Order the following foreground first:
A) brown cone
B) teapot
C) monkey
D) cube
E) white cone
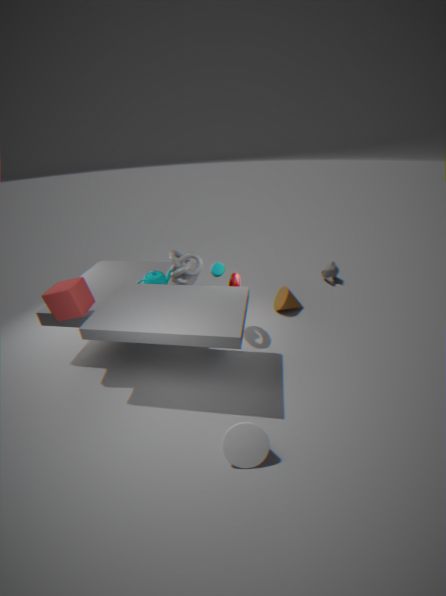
white cone, cube, teapot, brown cone, monkey
